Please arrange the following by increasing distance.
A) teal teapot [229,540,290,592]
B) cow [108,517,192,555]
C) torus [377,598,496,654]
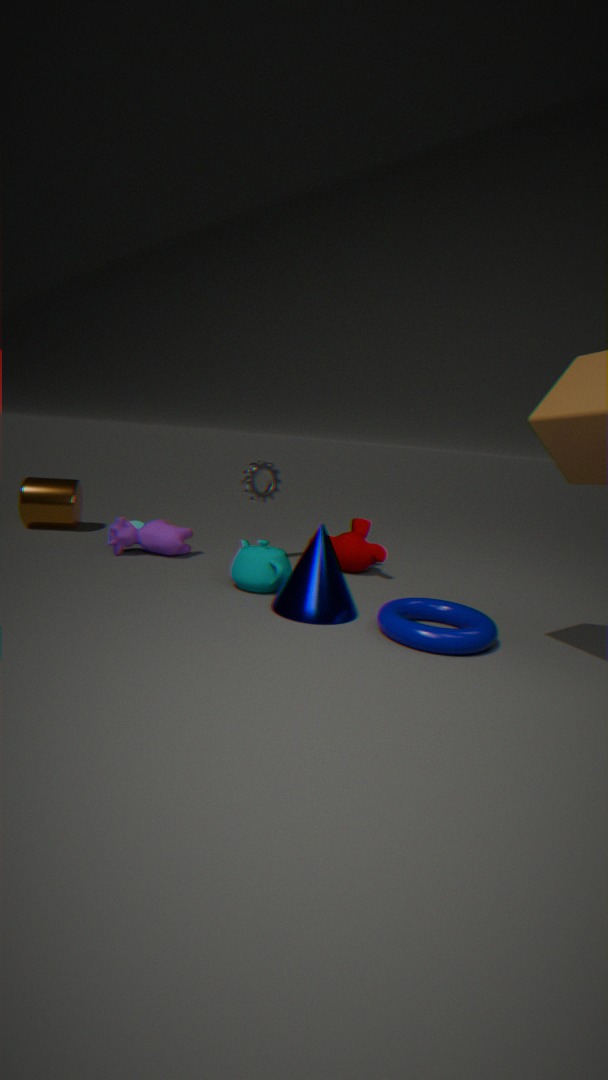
torus [377,598,496,654] < teal teapot [229,540,290,592] < cow [108,517,192,555]
